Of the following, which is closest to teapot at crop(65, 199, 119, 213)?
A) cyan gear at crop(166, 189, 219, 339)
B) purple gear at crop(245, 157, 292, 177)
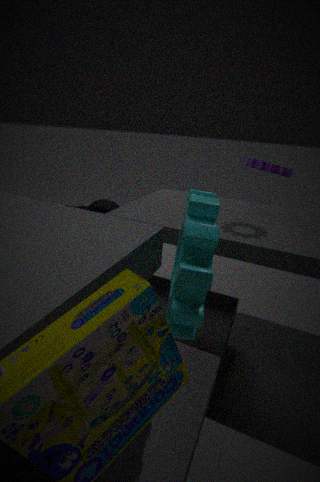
cyan gear at crop(166, 189, 219, 339)
